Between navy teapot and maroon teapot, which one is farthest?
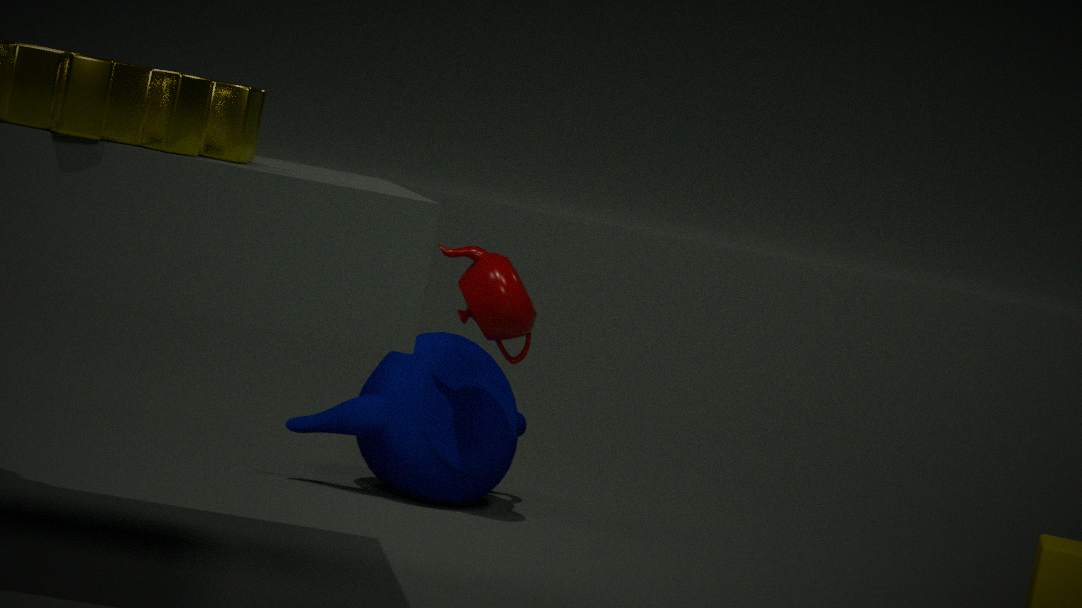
navy teapot
